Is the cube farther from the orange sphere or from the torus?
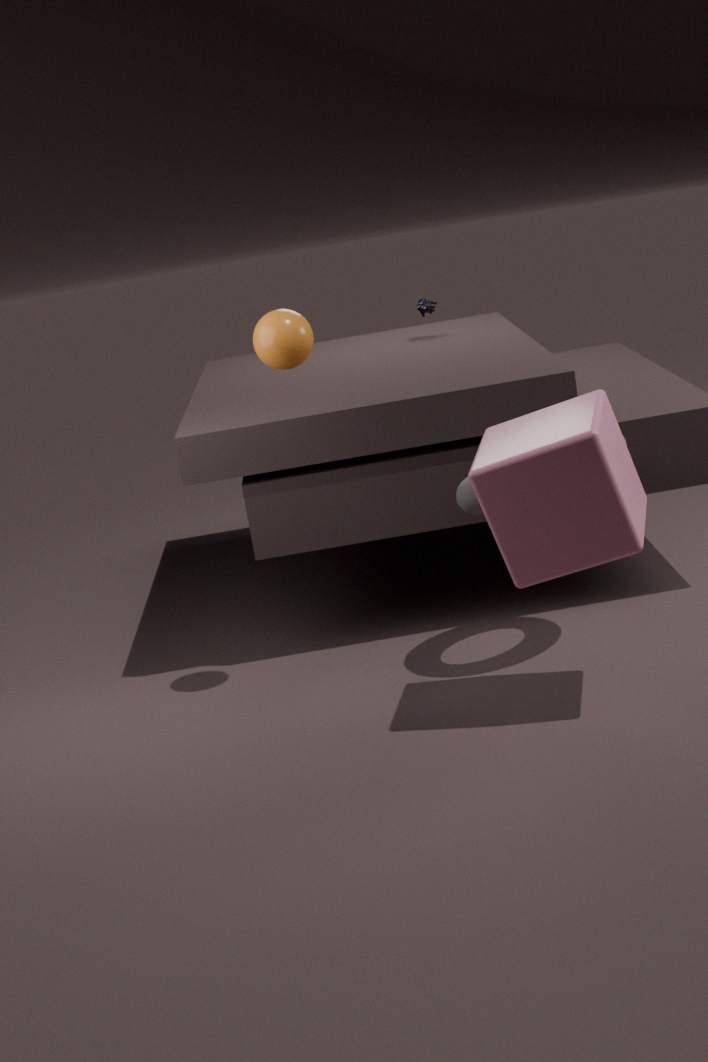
the orange sphere
